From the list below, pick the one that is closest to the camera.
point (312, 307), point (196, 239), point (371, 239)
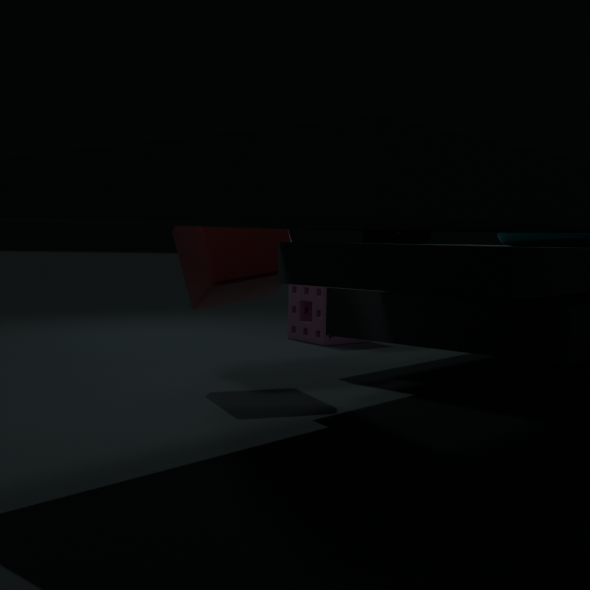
point (371, 239)
